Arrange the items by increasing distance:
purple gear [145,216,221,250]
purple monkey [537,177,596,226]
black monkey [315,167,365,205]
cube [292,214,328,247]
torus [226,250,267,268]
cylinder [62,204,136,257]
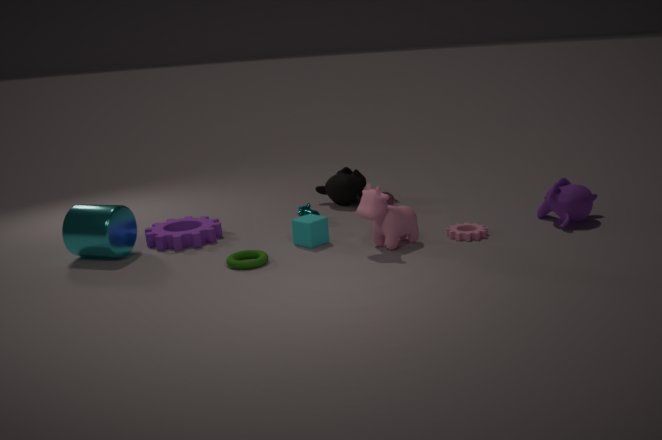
1. torus [226,250,267,268]
2. cylinder [62,204,136,257]
3. cube [292,214,328,247]
4. purple monkey [537,177,596,226]
5. purple gear [145,216,221,250]
6. black monkey [315,167,365,205]
